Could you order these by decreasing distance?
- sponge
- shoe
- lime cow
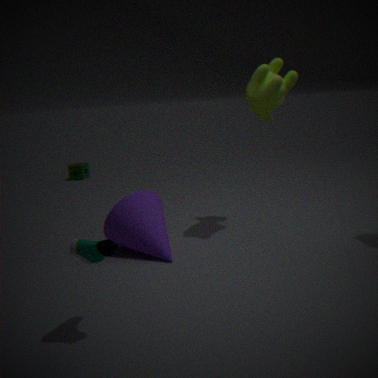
1. sponge
2. lime cow
3. shoe
